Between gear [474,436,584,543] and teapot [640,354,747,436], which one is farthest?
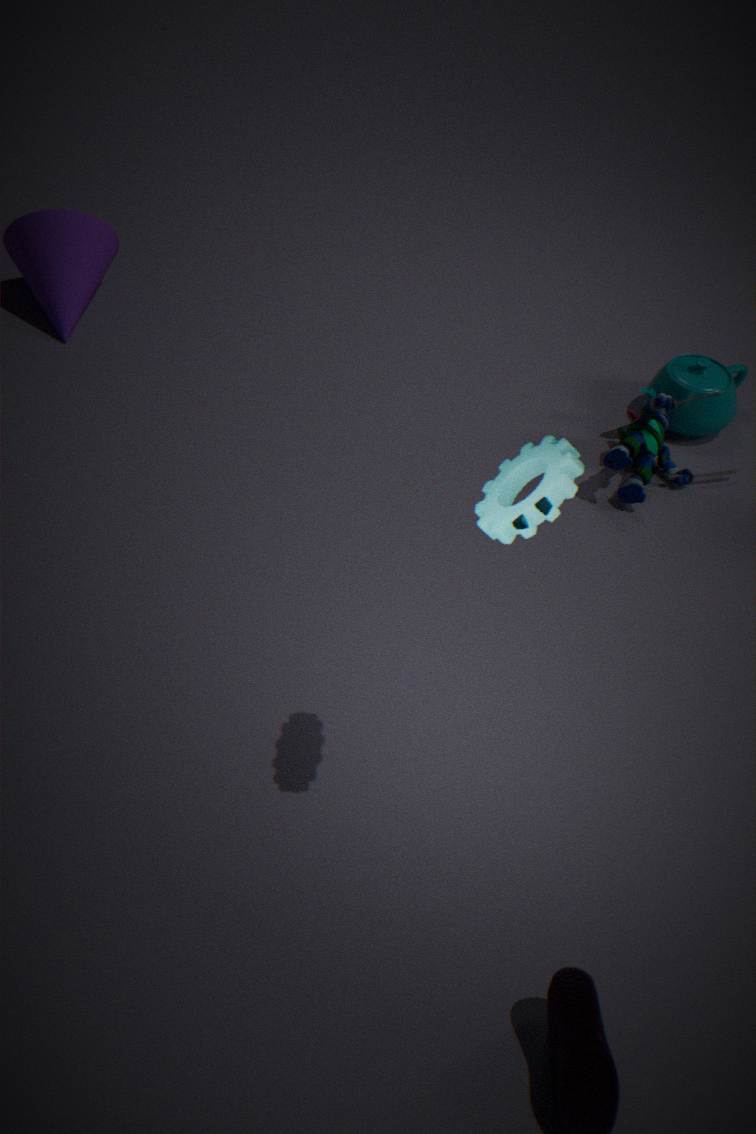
teapot [640,354,747,436]
